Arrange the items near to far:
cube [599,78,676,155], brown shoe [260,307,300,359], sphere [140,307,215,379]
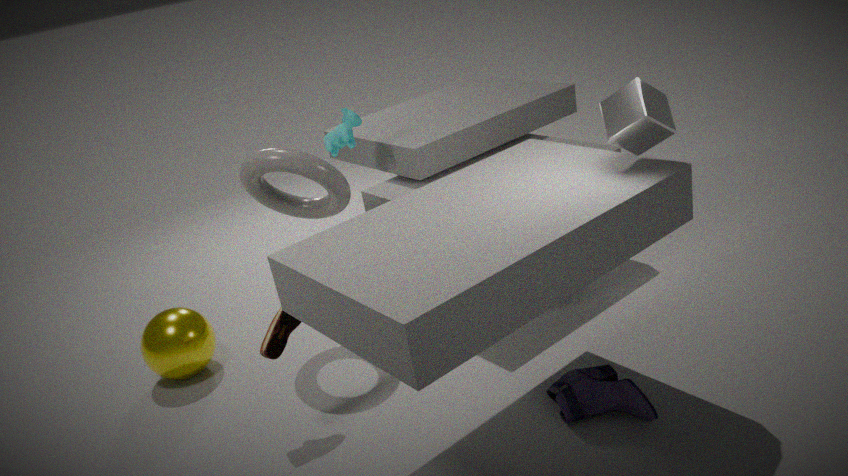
cube [599,78,676,155] < brown shoe [260,307,300,359] < sphere [140,307,215,379]
